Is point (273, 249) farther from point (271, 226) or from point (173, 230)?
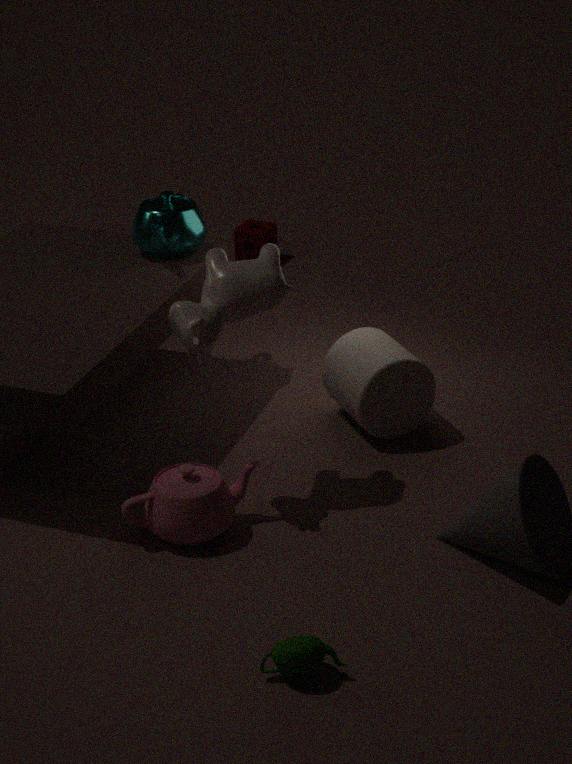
point (271, 226)
